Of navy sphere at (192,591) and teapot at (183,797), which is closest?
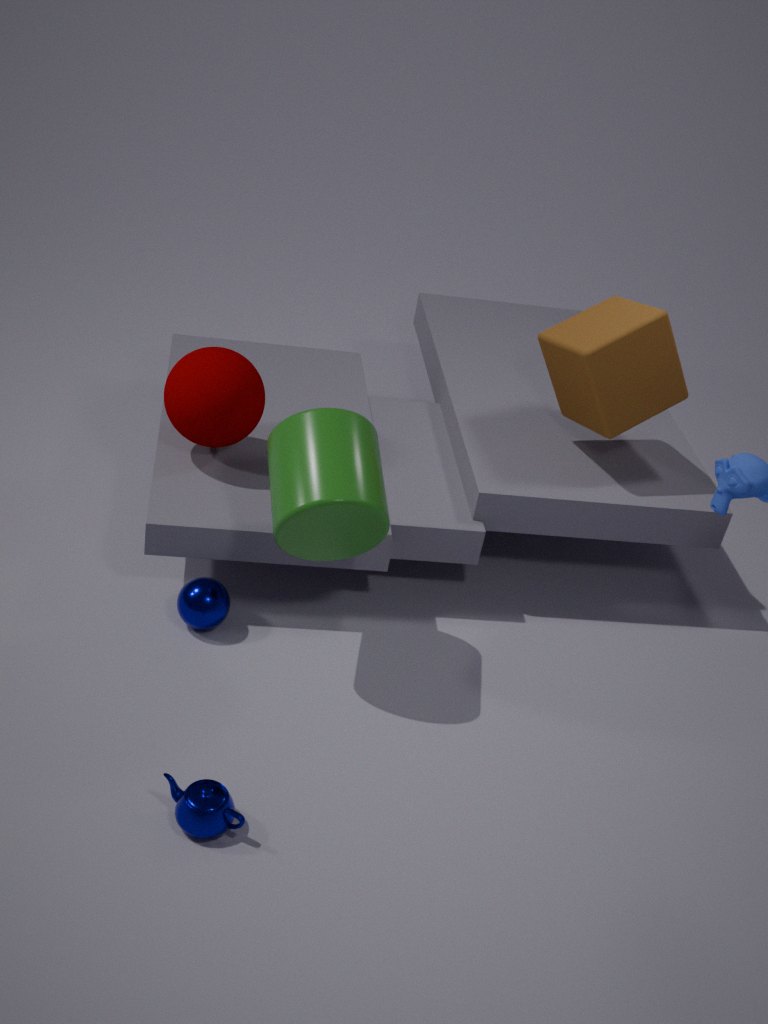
teapot at (183,797)
